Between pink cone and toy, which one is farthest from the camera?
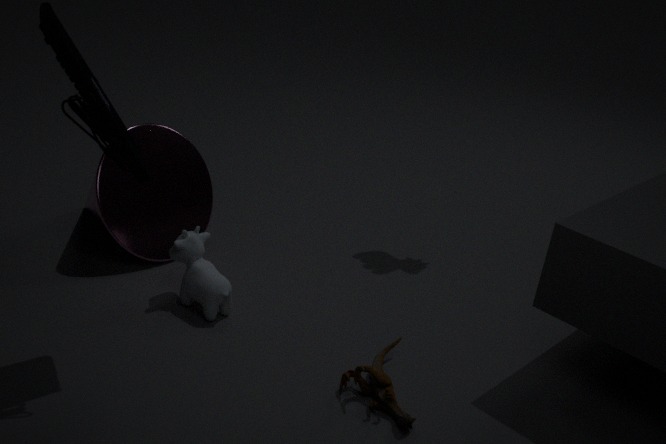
pink cone
